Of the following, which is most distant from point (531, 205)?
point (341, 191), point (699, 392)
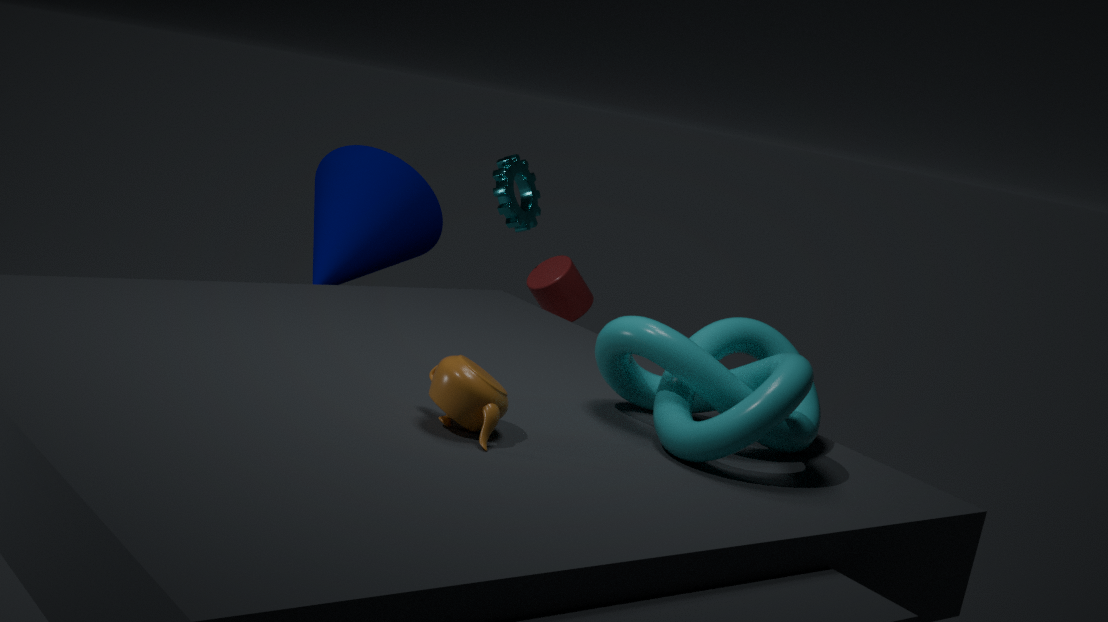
point (699, 392)
